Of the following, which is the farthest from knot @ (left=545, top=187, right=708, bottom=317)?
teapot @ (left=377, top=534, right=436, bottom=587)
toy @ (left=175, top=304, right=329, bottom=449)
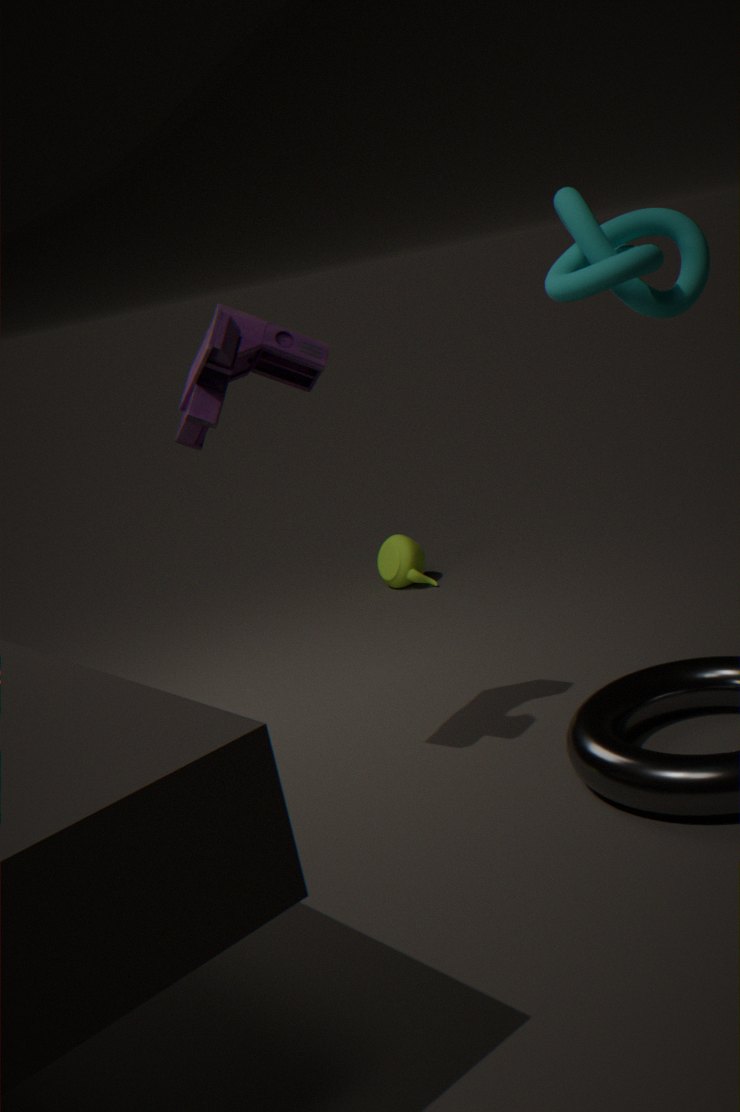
teapot @ (left=377, top=534, right=436, bottom=587)
